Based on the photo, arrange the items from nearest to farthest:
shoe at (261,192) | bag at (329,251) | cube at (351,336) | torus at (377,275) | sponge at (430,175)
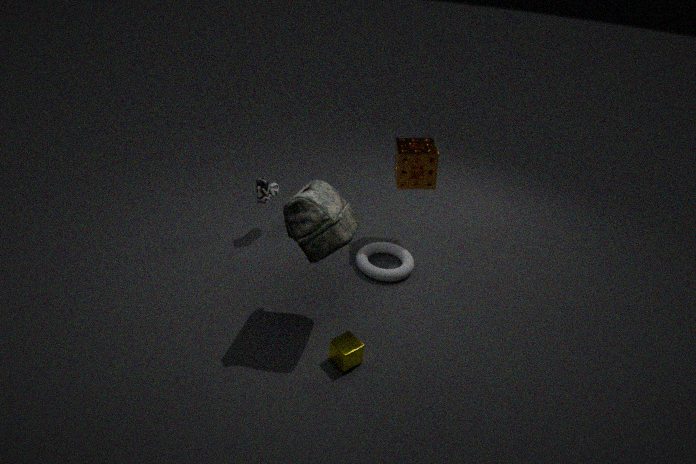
bag at (329,251) < cube at (351,336) < torus at (377,275) < sponge at (430,175) < shoe at (261,192)
